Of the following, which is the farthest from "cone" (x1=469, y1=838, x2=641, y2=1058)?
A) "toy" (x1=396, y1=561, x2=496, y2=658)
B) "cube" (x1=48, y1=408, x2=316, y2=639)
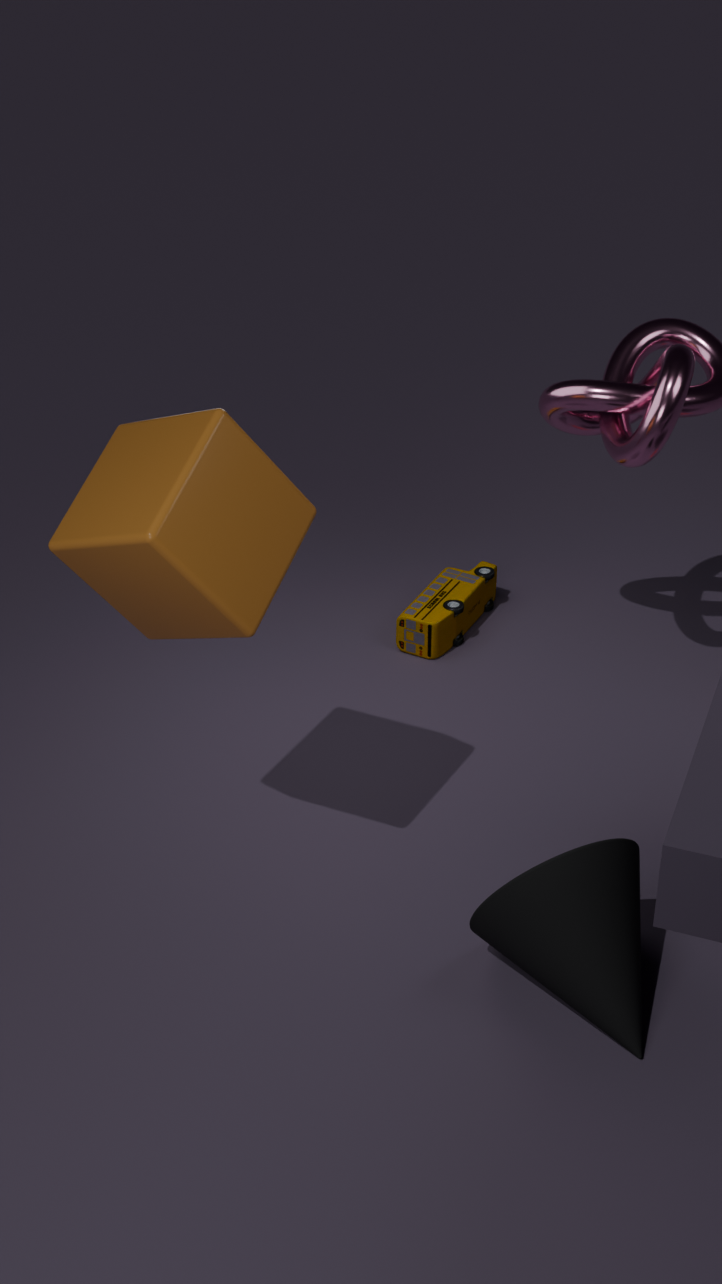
"toy" (x1=396, y1=561, x2=496, y2=658)
